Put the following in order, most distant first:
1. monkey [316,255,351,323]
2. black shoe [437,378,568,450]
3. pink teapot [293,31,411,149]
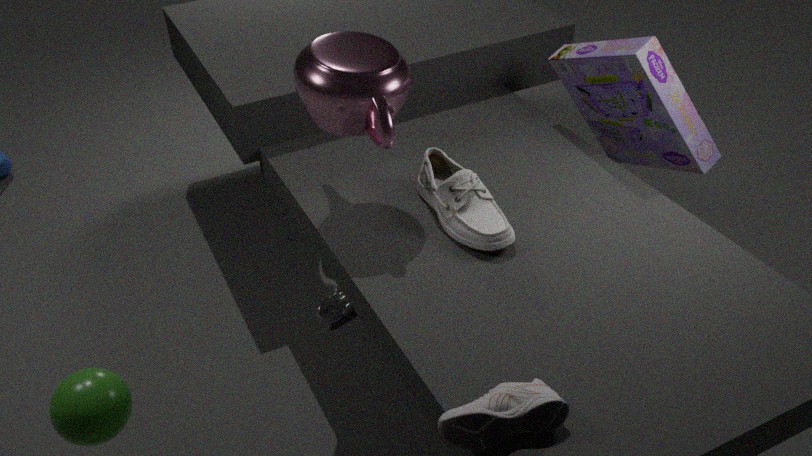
monkey [316,255,351,323], pink teapot [293,31,411,149], black shoe [437,378,568,450]
